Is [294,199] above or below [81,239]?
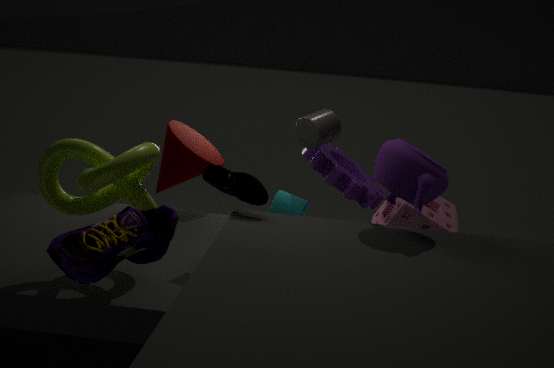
below
